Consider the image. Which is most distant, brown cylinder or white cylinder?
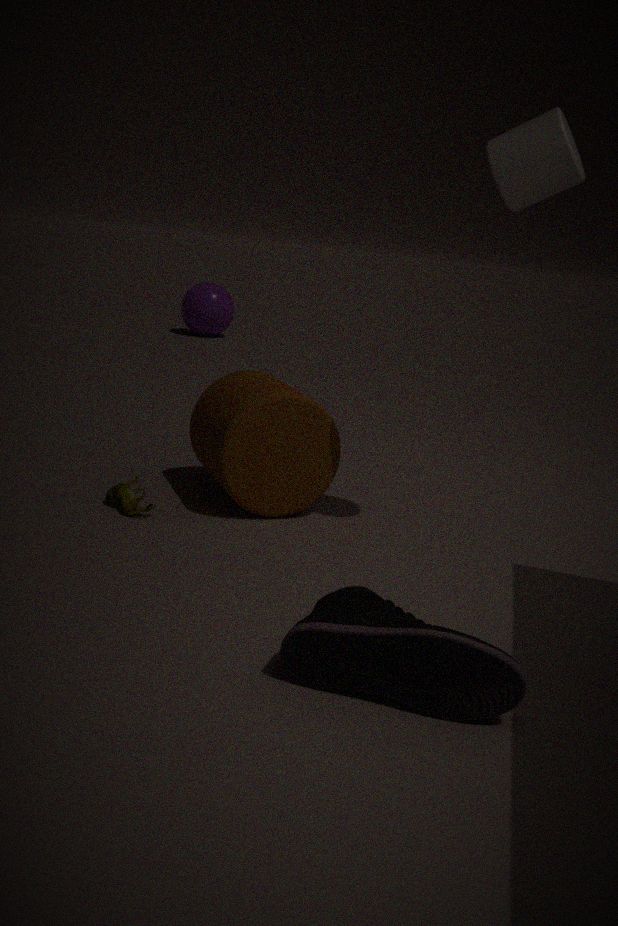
brown cylinder
